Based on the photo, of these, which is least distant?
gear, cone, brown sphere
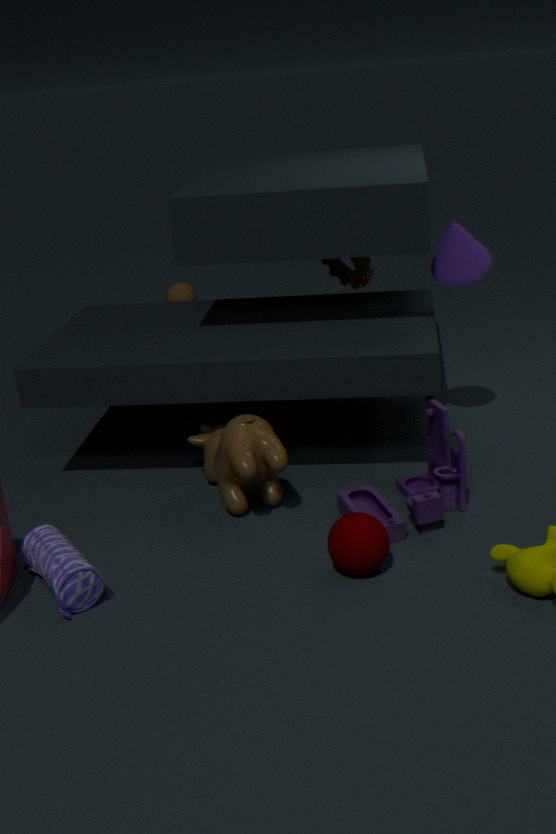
cone
